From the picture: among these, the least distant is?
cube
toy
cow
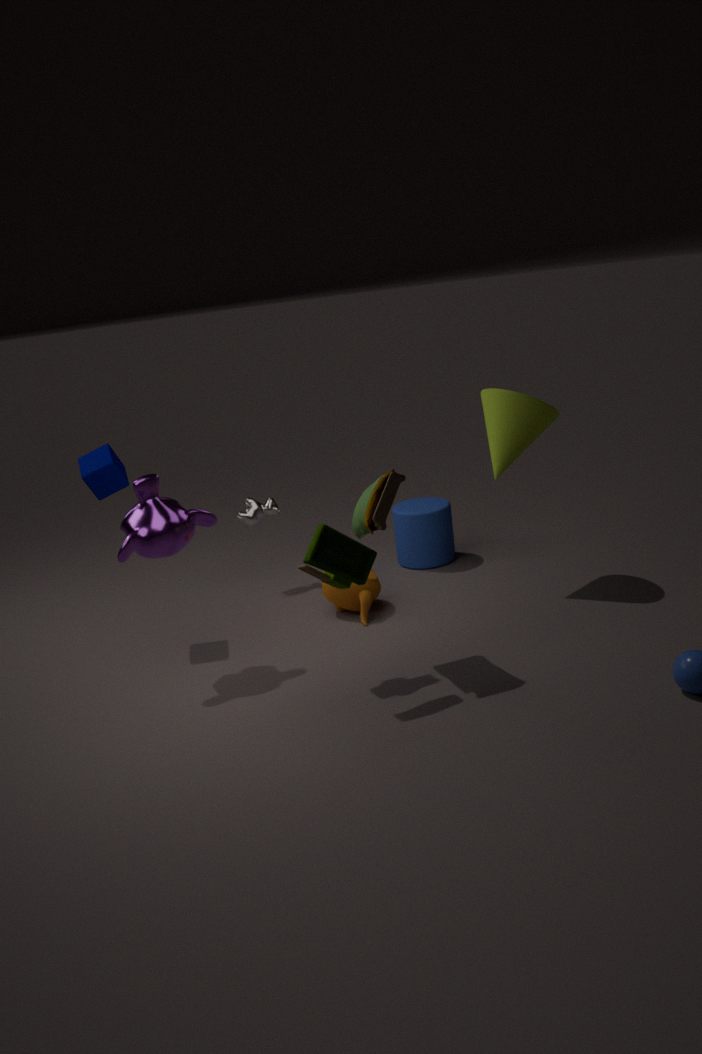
toy
